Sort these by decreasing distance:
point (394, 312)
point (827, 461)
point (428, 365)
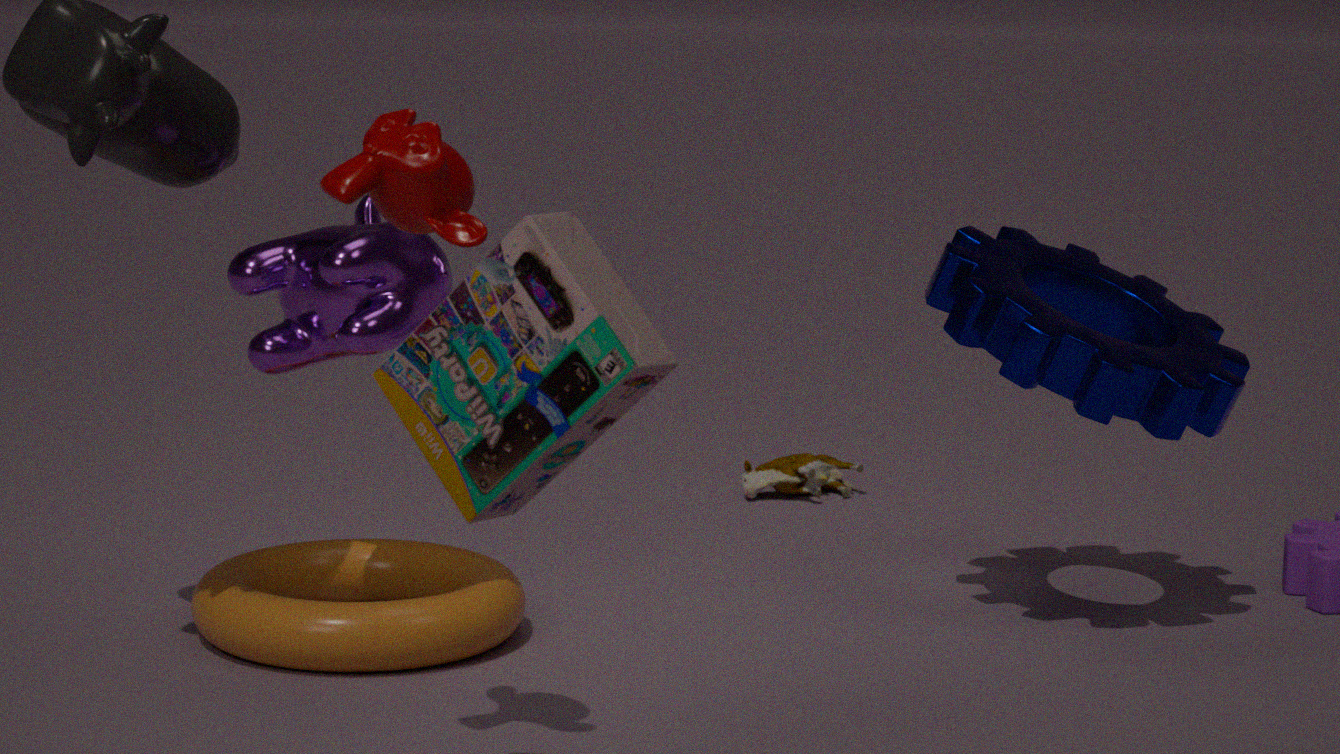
point (827, 461) < point (394, 312) < point (428, 365)
